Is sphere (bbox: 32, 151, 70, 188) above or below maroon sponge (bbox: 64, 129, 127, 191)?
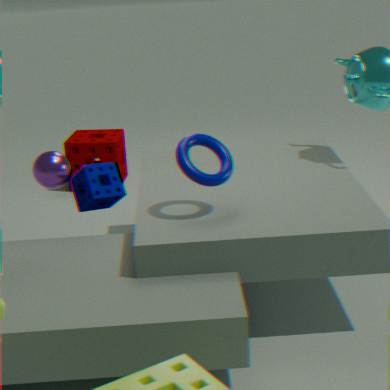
above
